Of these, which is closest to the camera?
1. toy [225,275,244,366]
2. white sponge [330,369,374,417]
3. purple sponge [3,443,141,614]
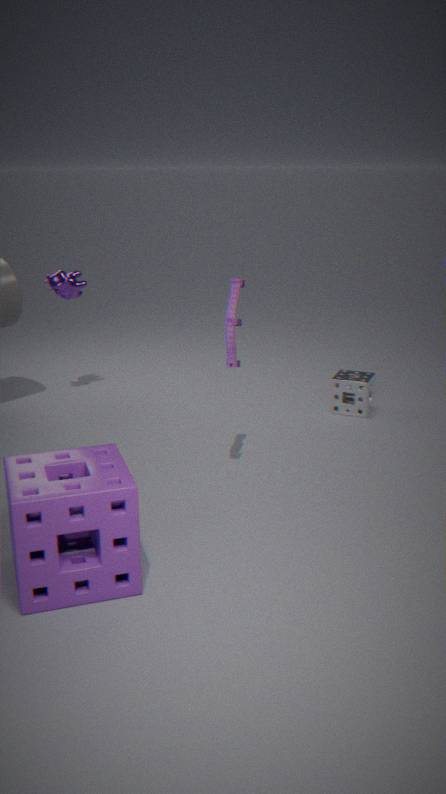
purple sponge [3,443,141,614]
